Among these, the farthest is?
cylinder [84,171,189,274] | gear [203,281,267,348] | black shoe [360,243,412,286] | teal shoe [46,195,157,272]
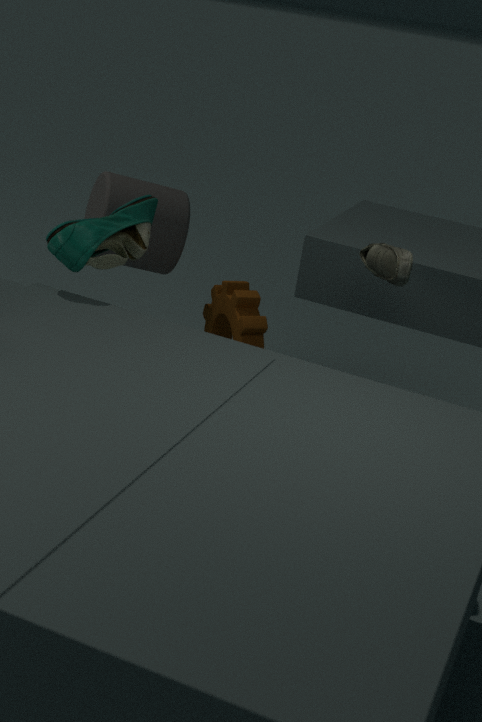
cylinder [84,171,189,274]
